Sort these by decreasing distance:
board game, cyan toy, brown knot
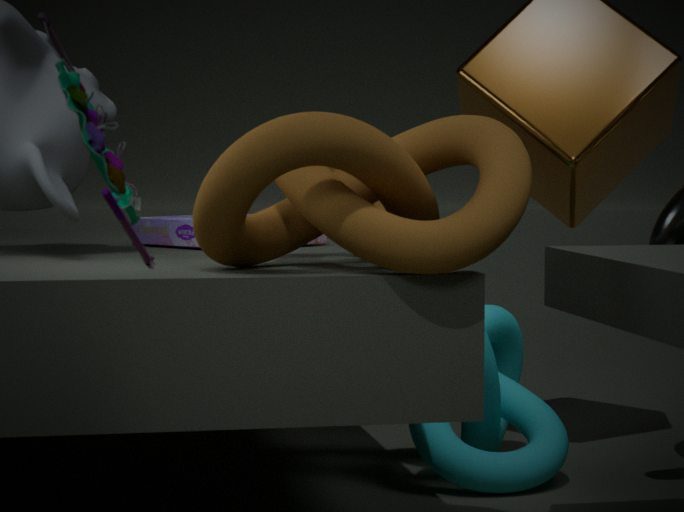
board game
brown knot
cyan toy
